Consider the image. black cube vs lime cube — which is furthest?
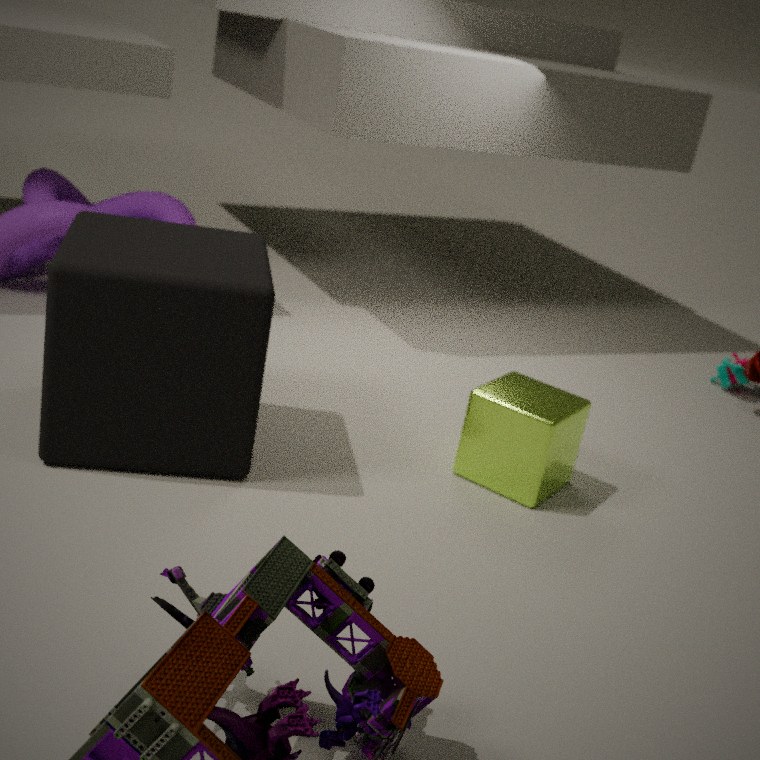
lime cube
